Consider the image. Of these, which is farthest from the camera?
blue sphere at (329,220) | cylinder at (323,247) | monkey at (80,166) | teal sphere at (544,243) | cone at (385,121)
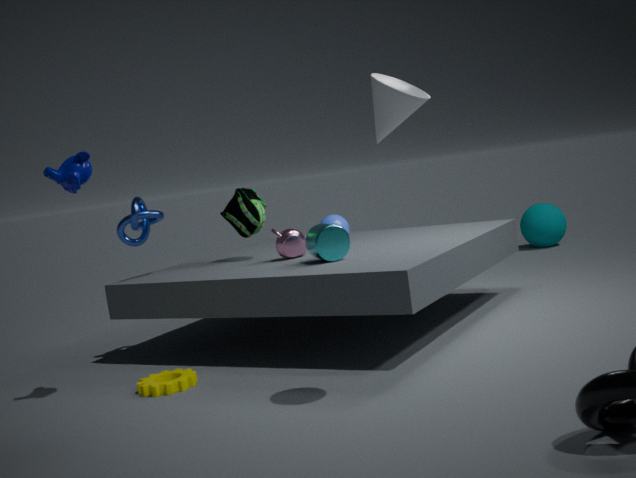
teal sphere at (544,243)
